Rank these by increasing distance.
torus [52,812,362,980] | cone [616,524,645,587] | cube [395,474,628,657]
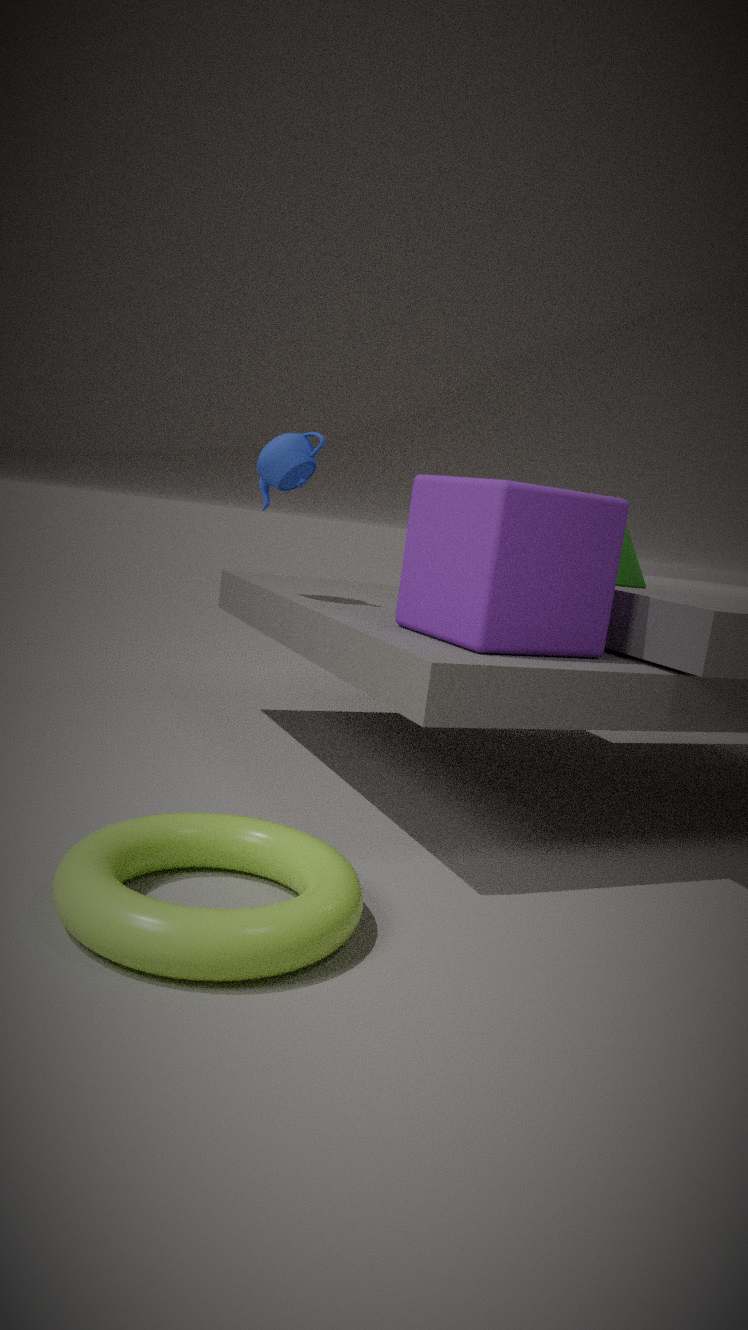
torus [52,812,362,980] → cube [395,474,628,657] → cone [616,524,645,587]
